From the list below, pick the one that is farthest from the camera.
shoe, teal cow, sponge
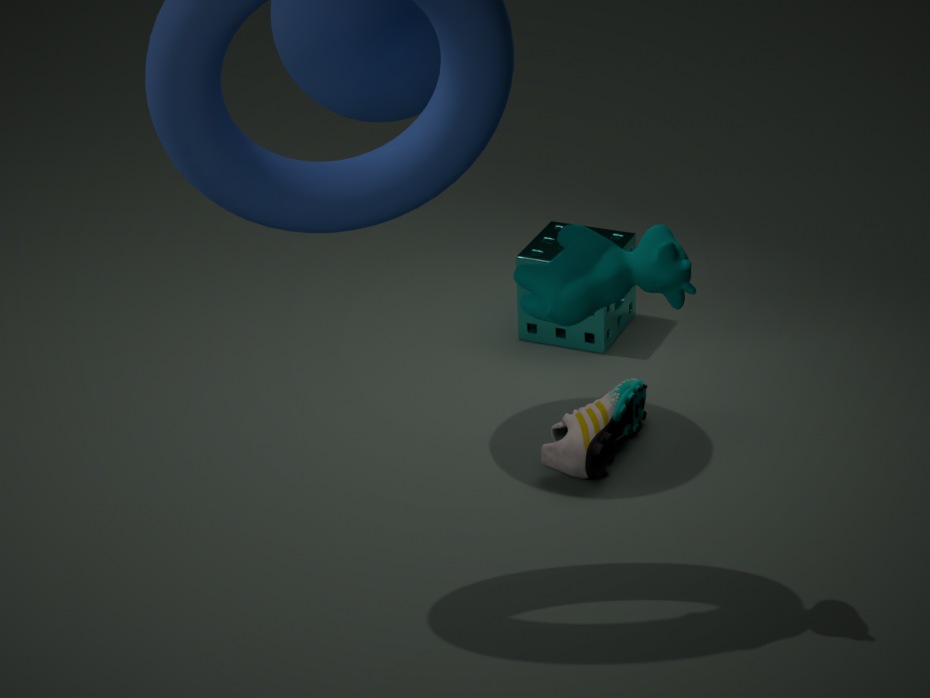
sponge
